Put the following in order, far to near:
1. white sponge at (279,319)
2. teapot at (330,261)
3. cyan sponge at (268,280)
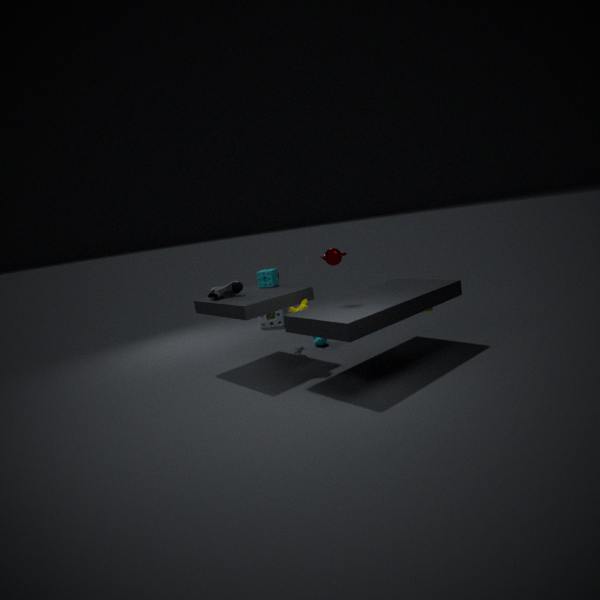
white sponge at (279,319), cyan sponge at (268,280), teapot at (330,261)
